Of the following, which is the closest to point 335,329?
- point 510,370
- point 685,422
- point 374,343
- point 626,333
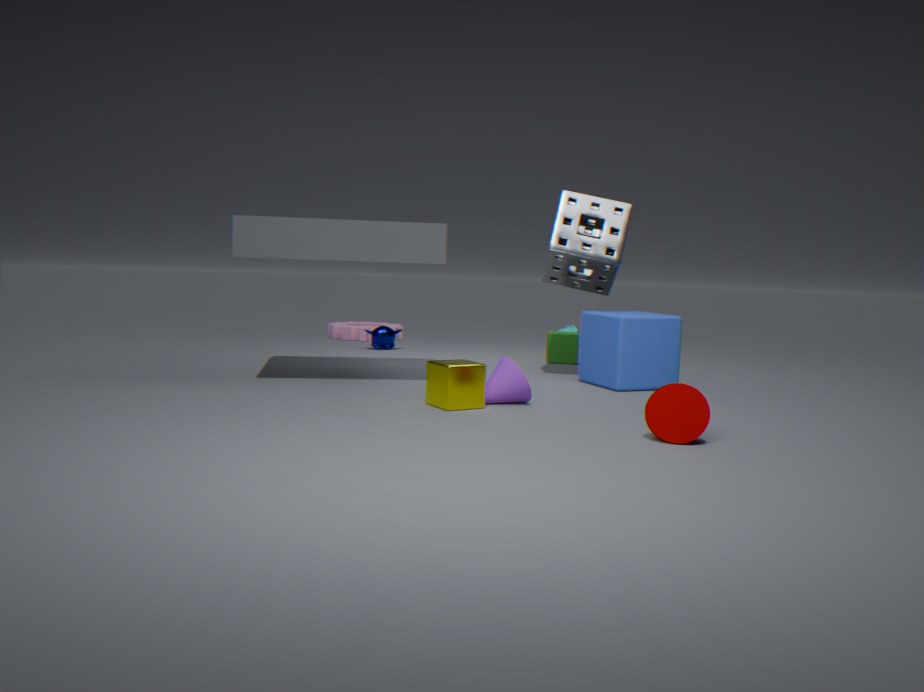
point 374,343
